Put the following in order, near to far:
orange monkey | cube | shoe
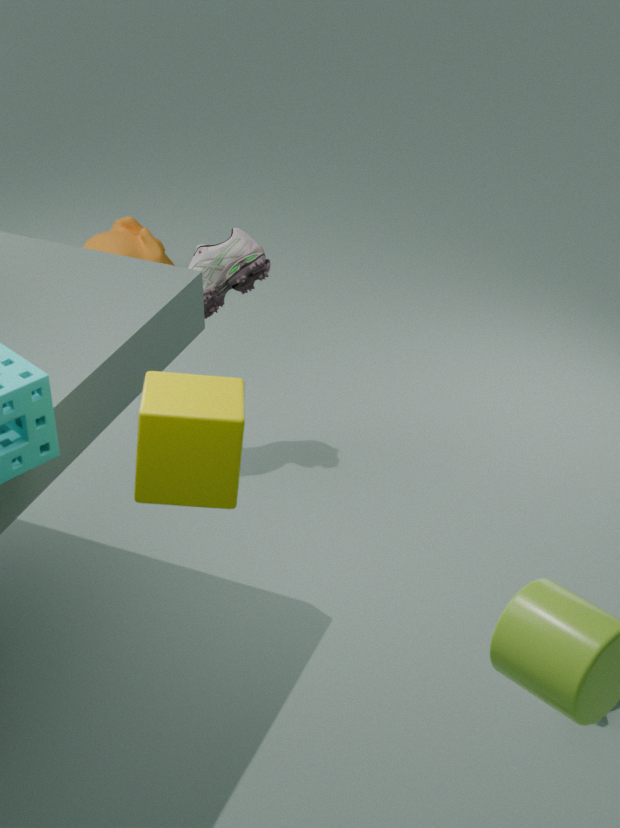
cube
shoe
orange monkey
